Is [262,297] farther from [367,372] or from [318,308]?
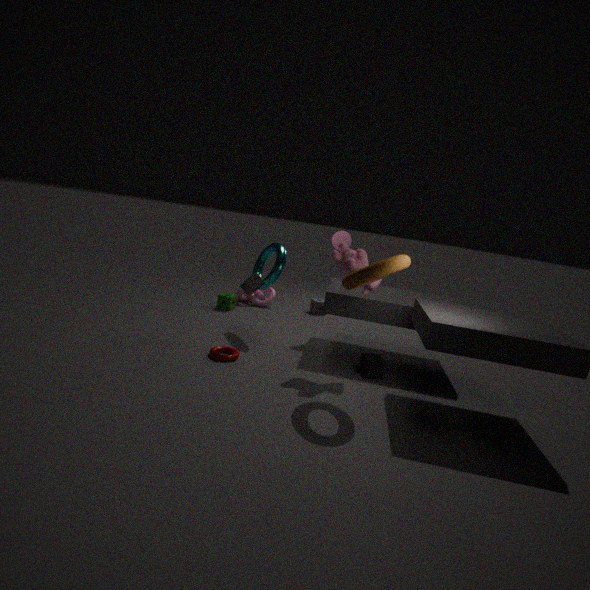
[367,372]
